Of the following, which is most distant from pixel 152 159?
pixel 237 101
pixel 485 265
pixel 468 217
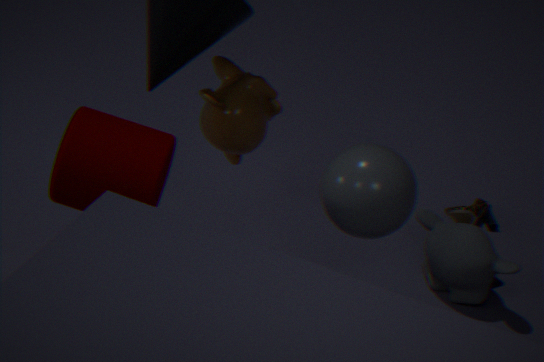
pixel 468 217
